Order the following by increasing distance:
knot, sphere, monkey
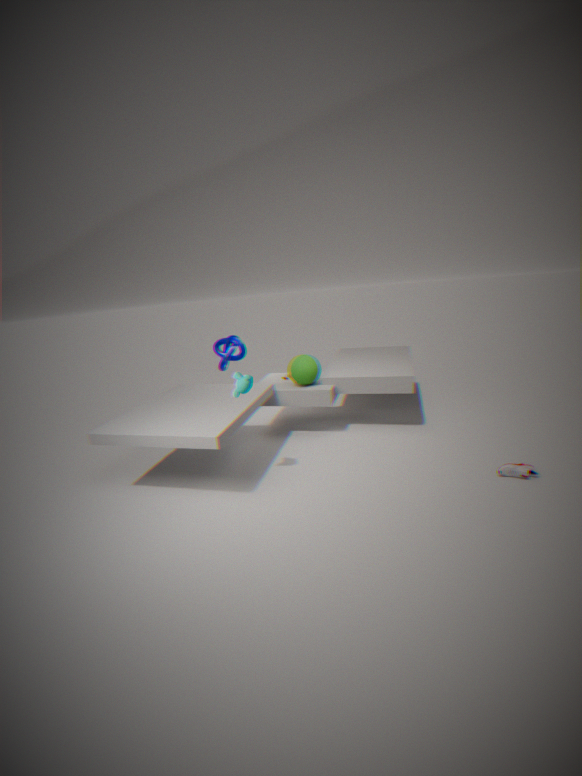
monkey < sphere < knot
